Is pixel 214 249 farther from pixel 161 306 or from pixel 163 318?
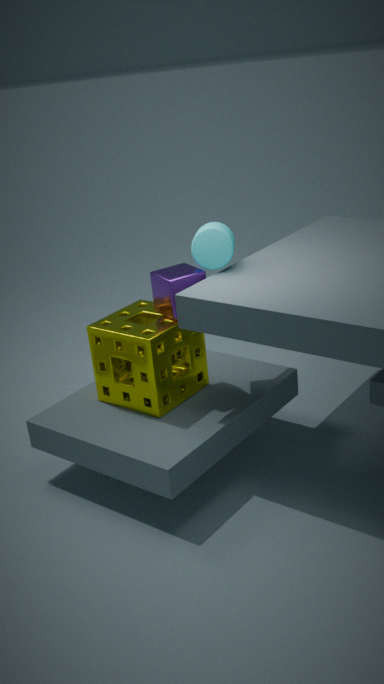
pixel 163 318
